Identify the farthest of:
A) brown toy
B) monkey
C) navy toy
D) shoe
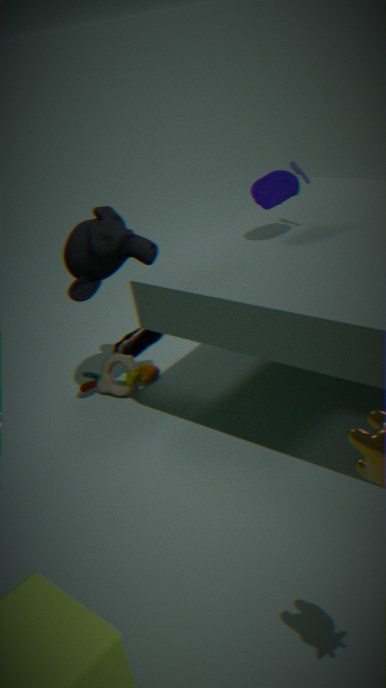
shoe
